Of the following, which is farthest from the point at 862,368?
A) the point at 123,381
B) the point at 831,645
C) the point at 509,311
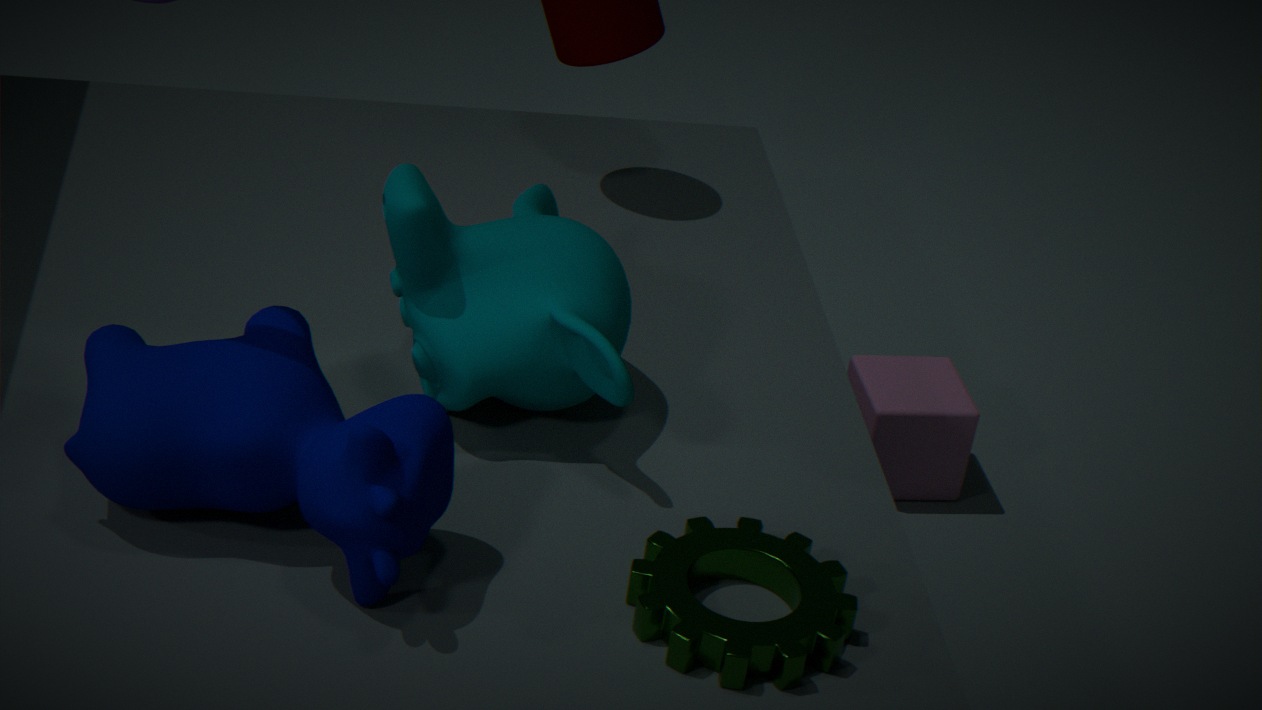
the point at 123,381
